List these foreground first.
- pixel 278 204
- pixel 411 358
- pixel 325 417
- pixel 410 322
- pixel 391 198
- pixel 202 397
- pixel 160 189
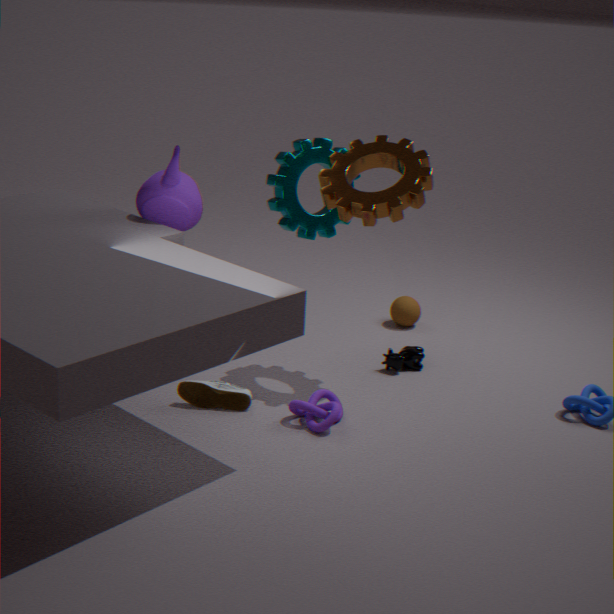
pixel 325 417 → pixel 391 198 → pixel 202 397 → pixel 160 189 → pixel 278 204 → pixel 411 358 → pixel 410 322
